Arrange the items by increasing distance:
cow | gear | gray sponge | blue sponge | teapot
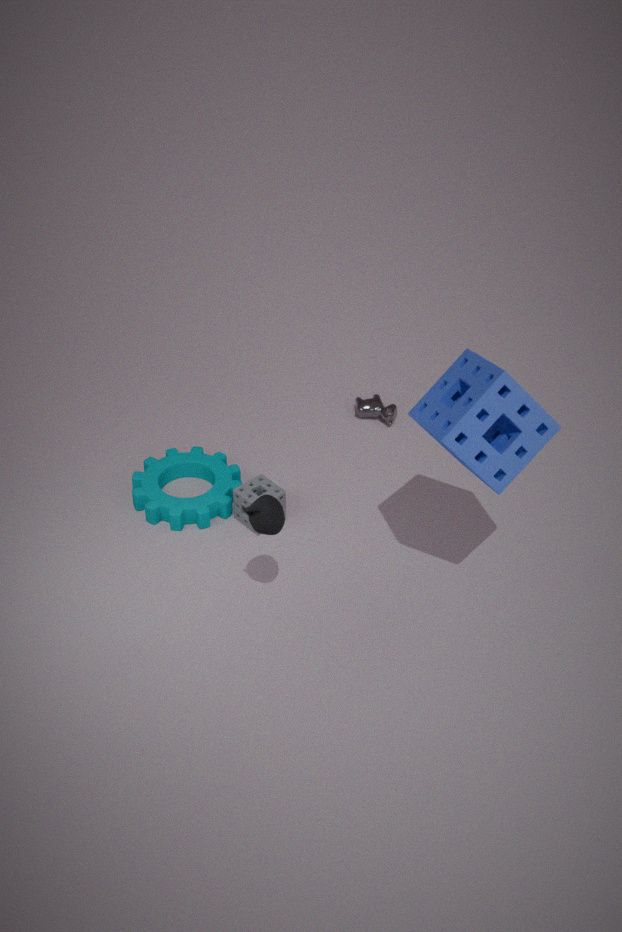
blue sponge
teapot
gray sponge
gear
cow
